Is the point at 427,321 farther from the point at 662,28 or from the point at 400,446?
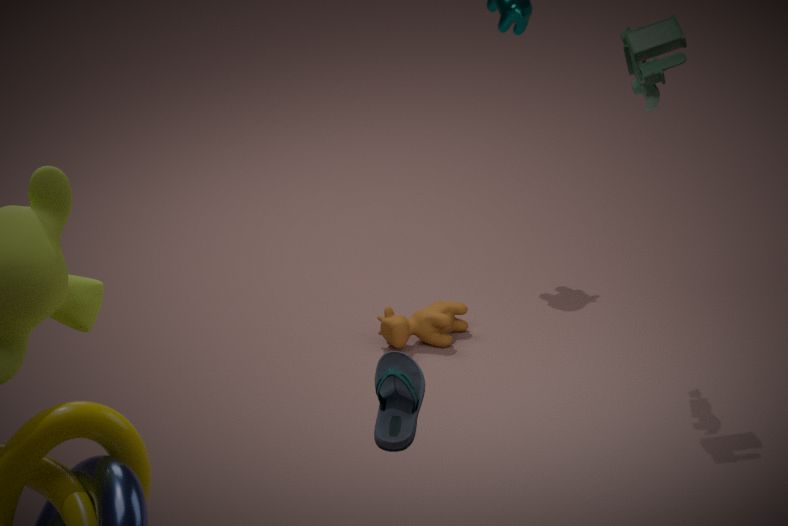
the point at 400,446
